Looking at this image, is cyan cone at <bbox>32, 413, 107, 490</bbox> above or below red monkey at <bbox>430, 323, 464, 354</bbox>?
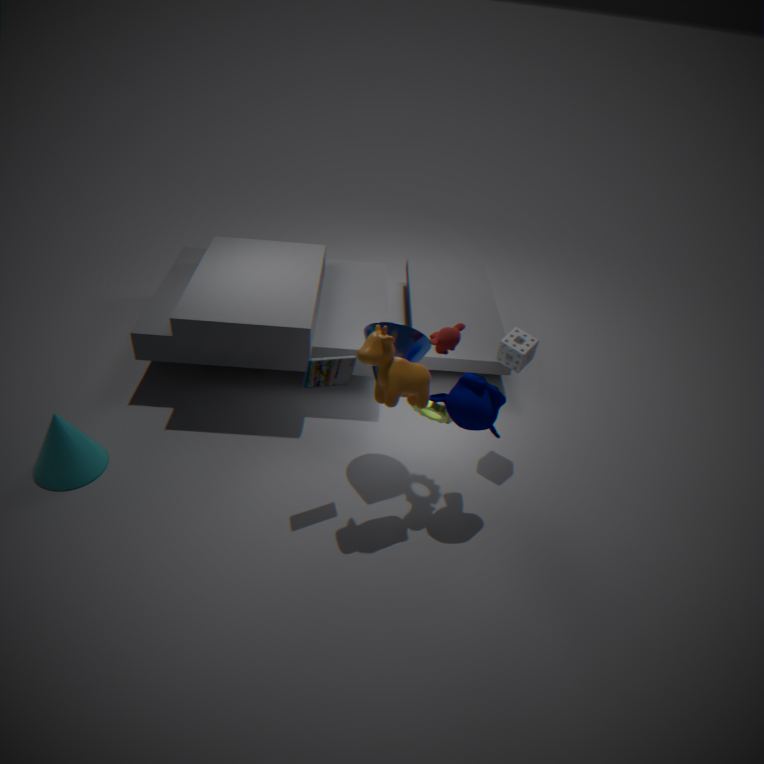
below
